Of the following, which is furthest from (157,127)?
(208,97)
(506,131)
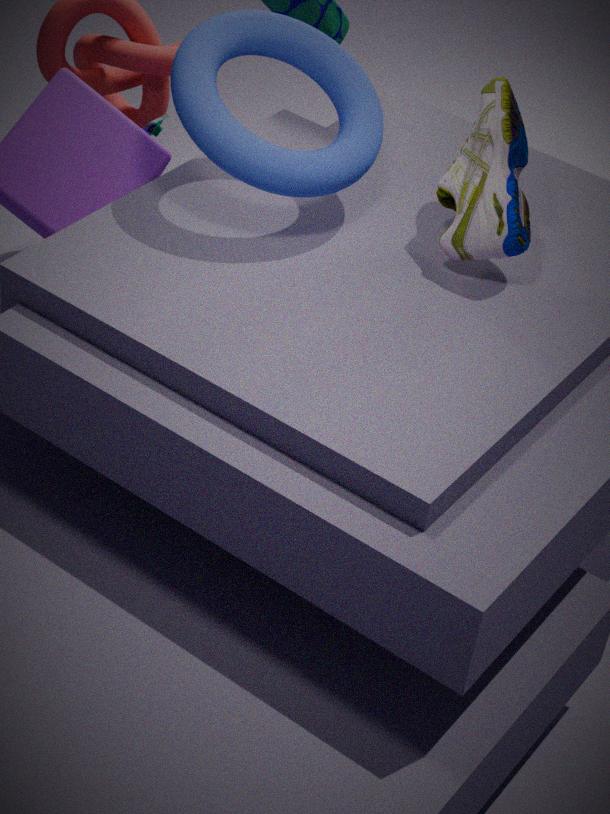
(506,131)
